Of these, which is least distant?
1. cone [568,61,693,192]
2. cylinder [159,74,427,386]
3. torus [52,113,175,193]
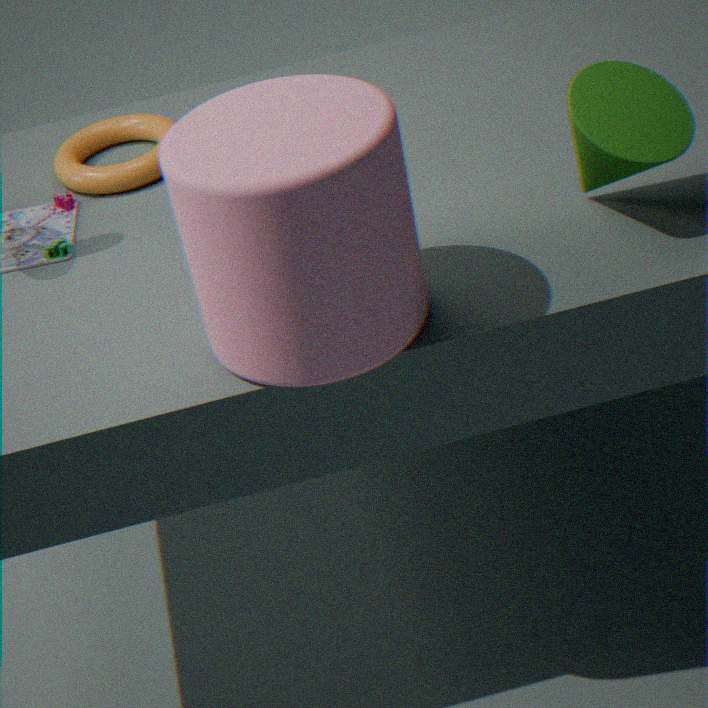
cylinder [159,74,427,386]
